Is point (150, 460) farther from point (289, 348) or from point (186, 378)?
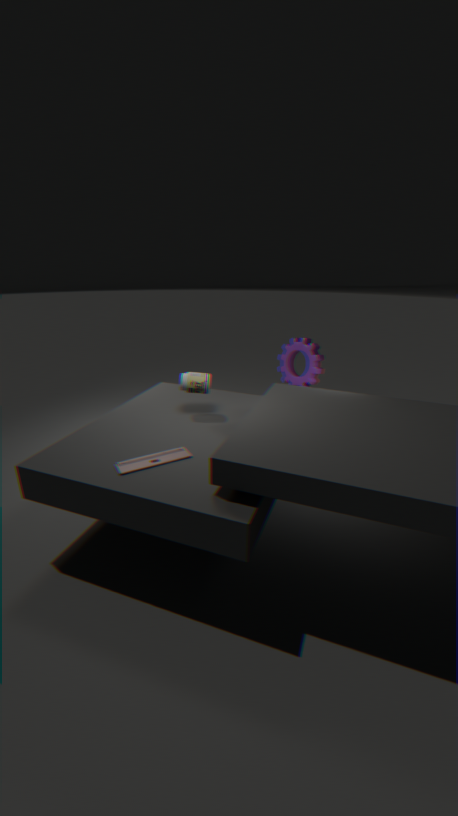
point (289, 348)
